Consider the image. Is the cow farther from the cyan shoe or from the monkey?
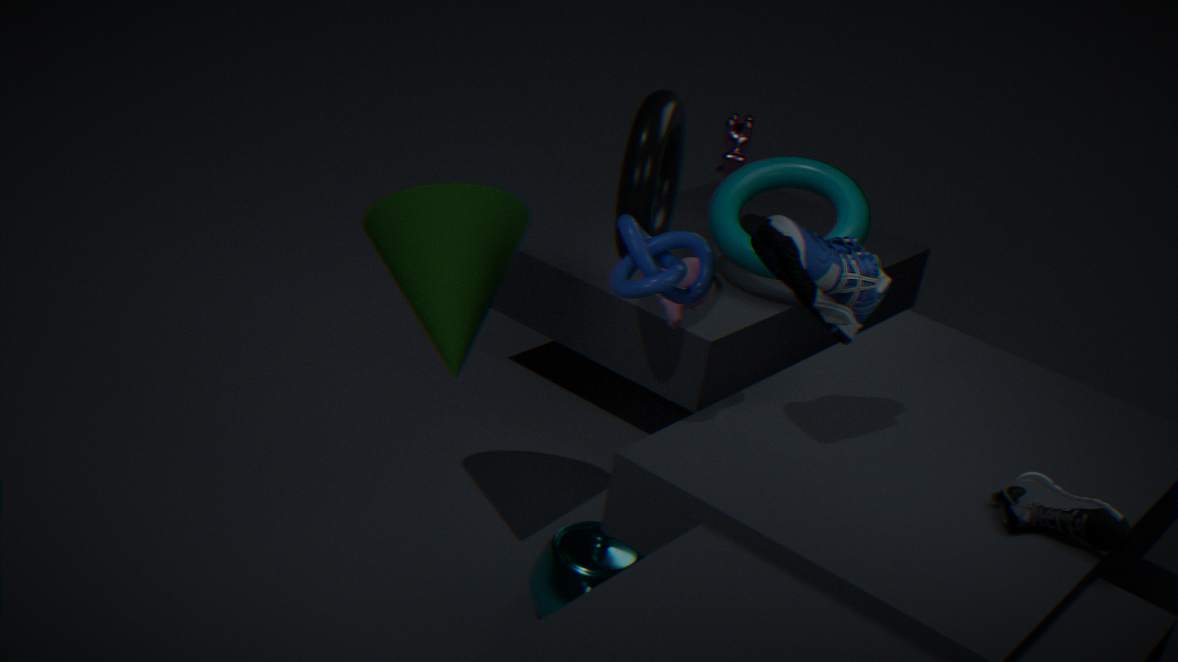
the cyan shoe
